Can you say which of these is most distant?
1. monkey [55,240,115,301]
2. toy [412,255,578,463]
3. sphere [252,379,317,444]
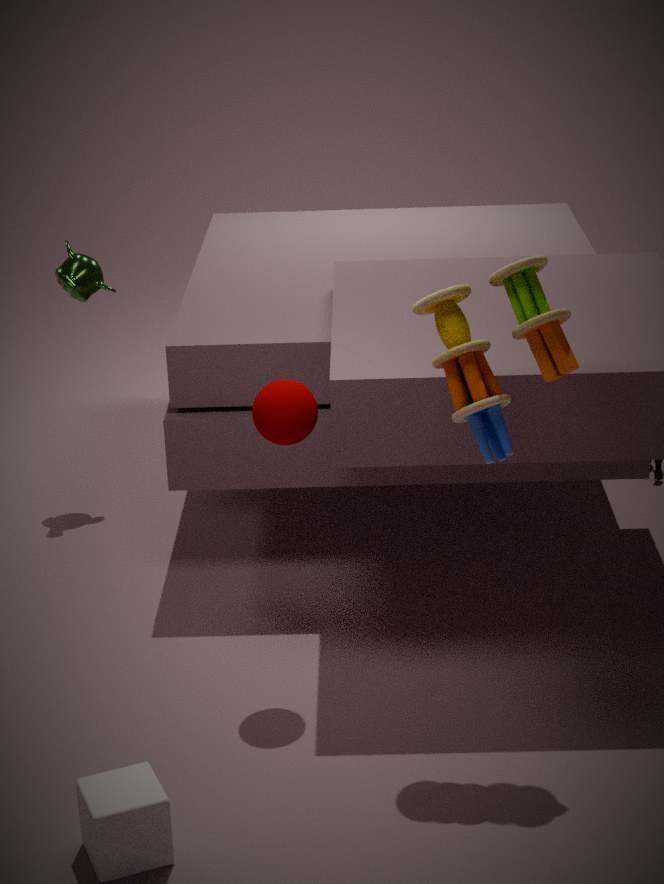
monkey [55,240,115,301]
